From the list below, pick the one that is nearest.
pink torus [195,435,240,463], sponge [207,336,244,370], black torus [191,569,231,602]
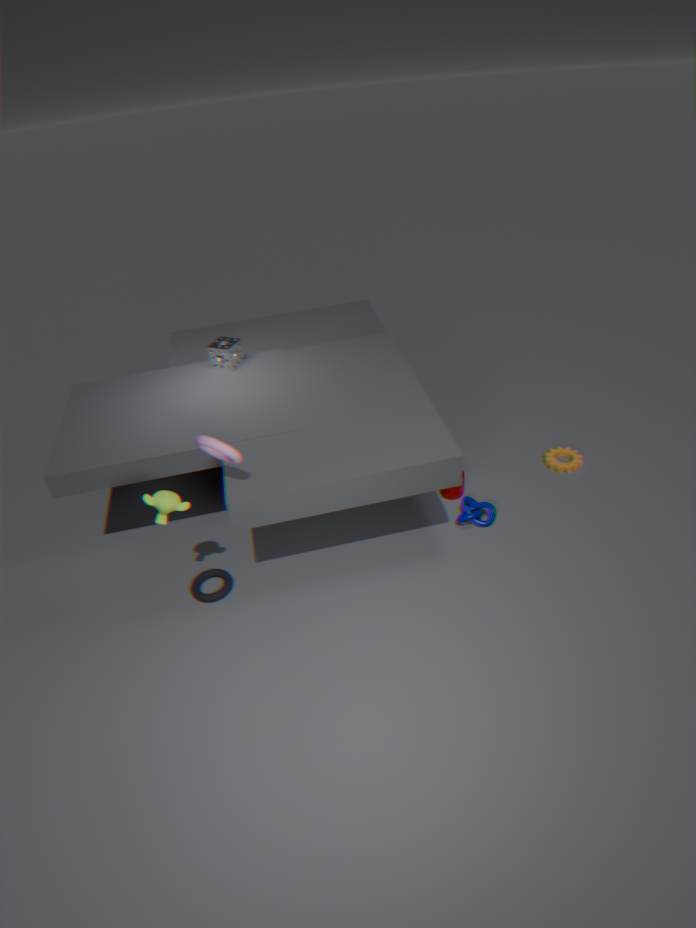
pink torus [195,435,240,463]
